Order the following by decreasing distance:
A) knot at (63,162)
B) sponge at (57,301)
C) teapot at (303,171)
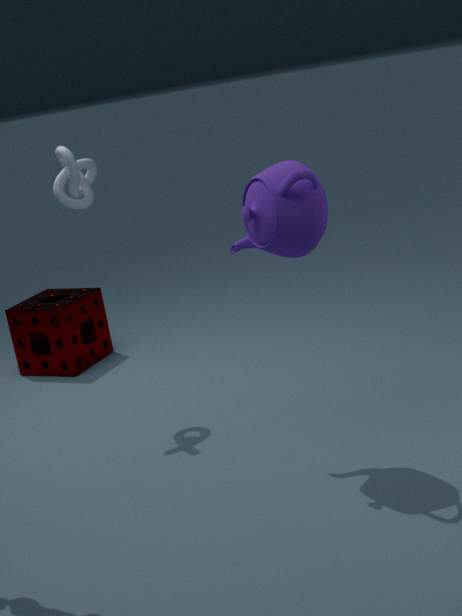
1. sponge at (57,301)
2. knot at (63,162)
3. teapot at (303,171)
